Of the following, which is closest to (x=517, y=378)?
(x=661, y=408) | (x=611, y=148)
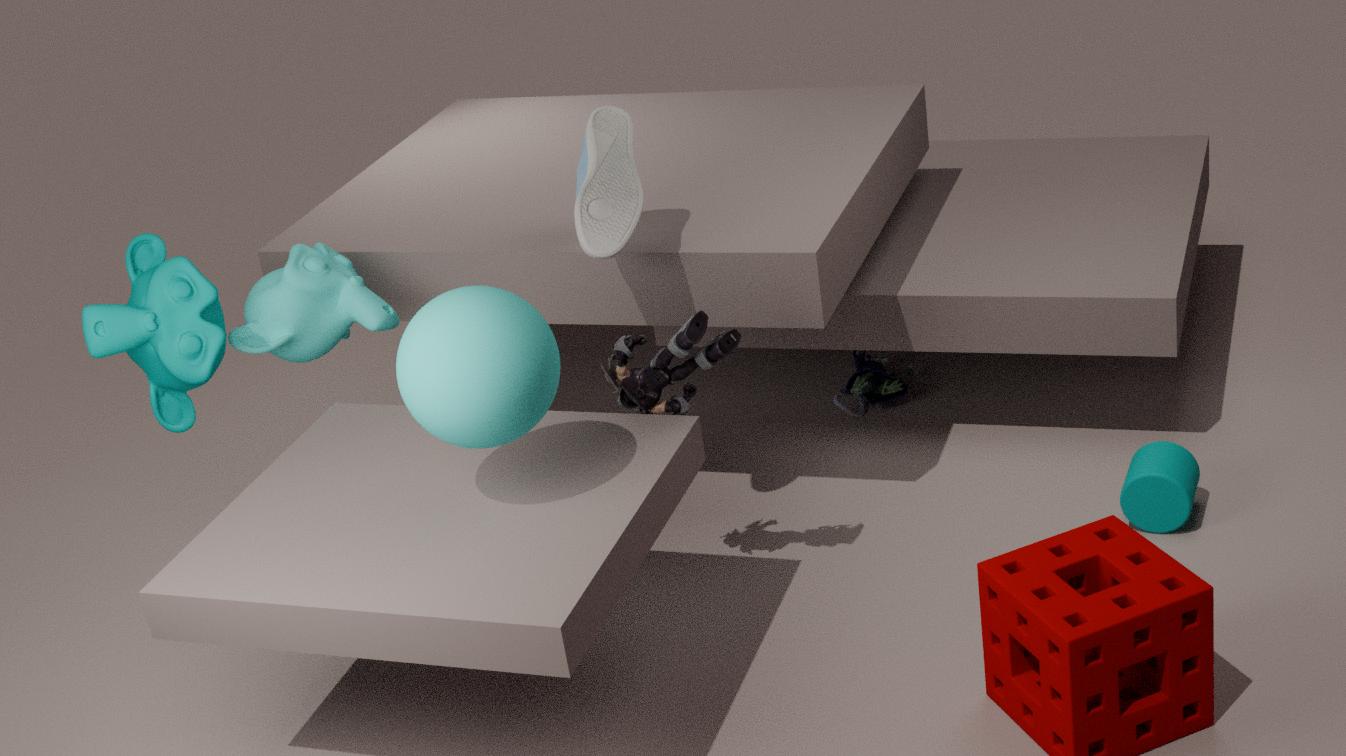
(x=661, y=408)
